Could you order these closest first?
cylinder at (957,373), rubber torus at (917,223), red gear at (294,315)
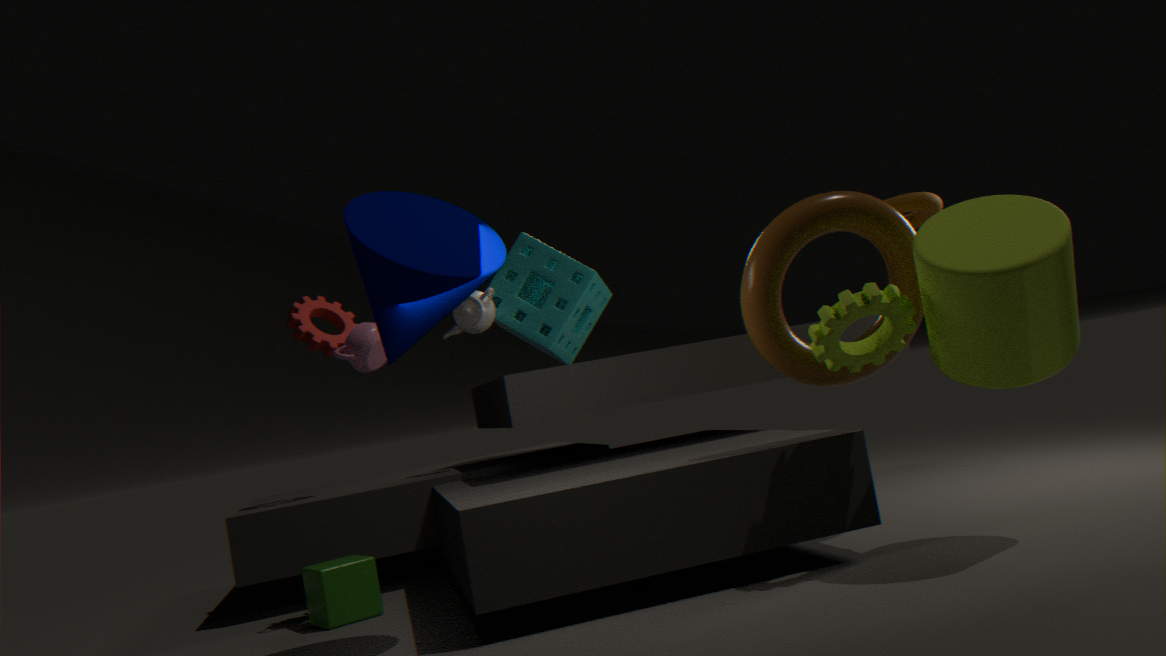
cylinder at (957,373) < rubber torus at (917,223) < red gear at (294,315)
